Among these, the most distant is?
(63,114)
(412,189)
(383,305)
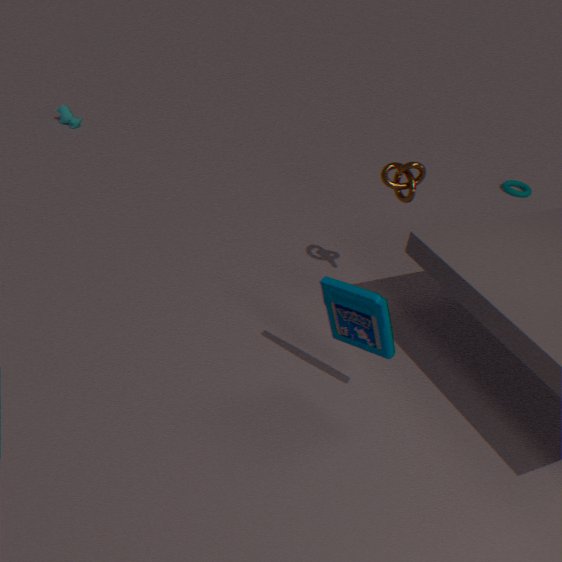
(63,114)
